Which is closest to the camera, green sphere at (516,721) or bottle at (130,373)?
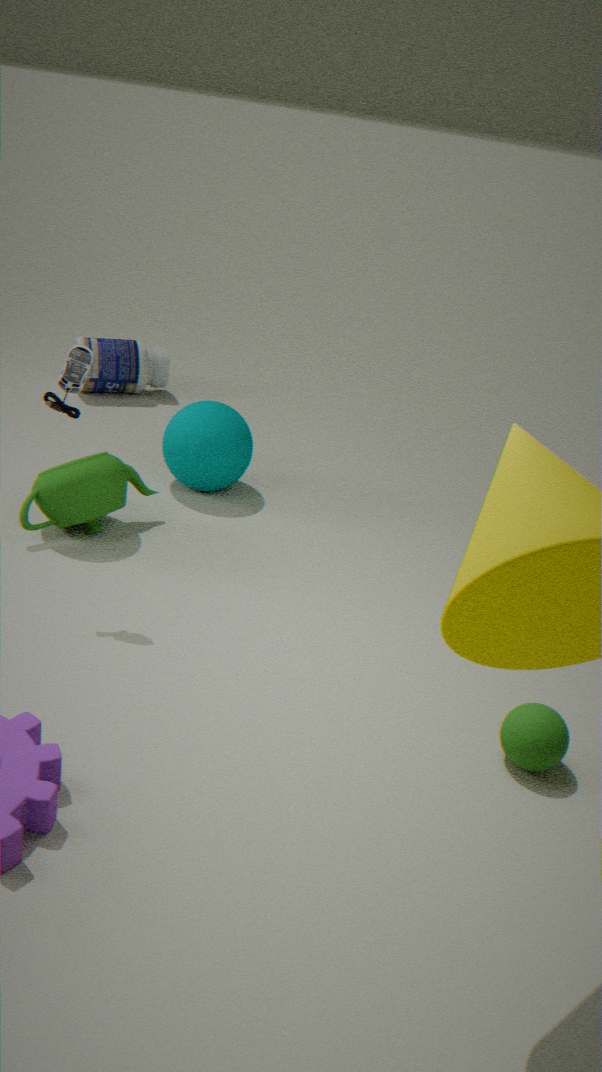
green sphere at (516,721)
